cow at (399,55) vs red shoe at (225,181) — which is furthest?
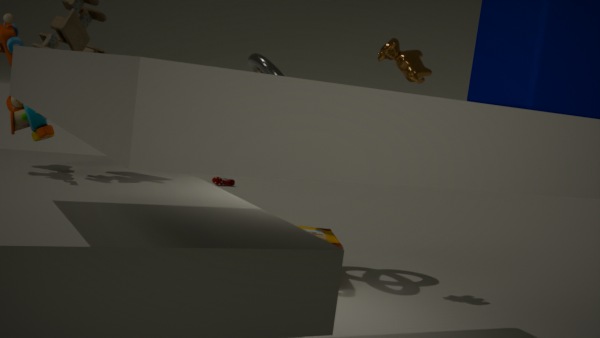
red shoe at (225,181)
